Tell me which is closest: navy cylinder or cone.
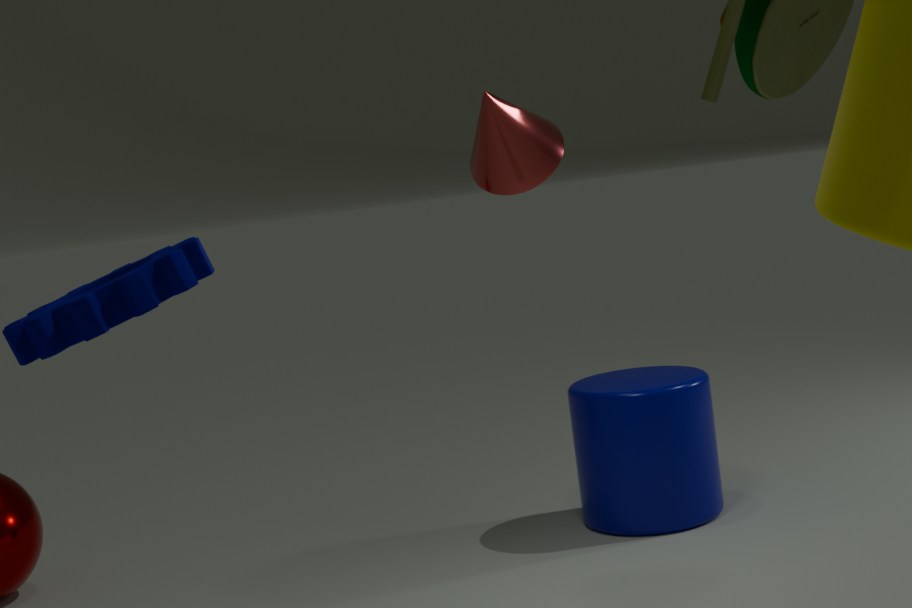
cone
